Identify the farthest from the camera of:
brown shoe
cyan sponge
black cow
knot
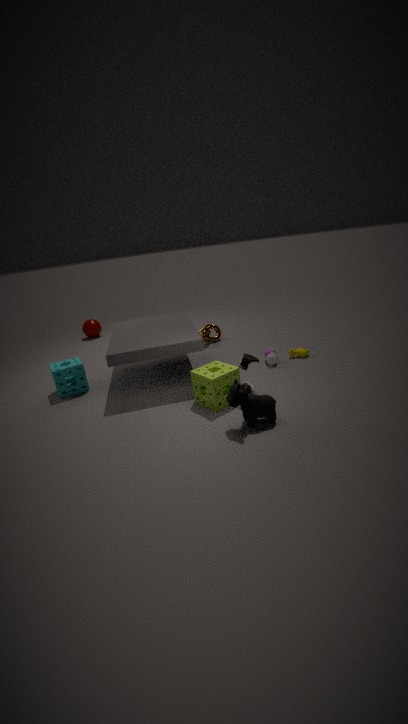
knot
